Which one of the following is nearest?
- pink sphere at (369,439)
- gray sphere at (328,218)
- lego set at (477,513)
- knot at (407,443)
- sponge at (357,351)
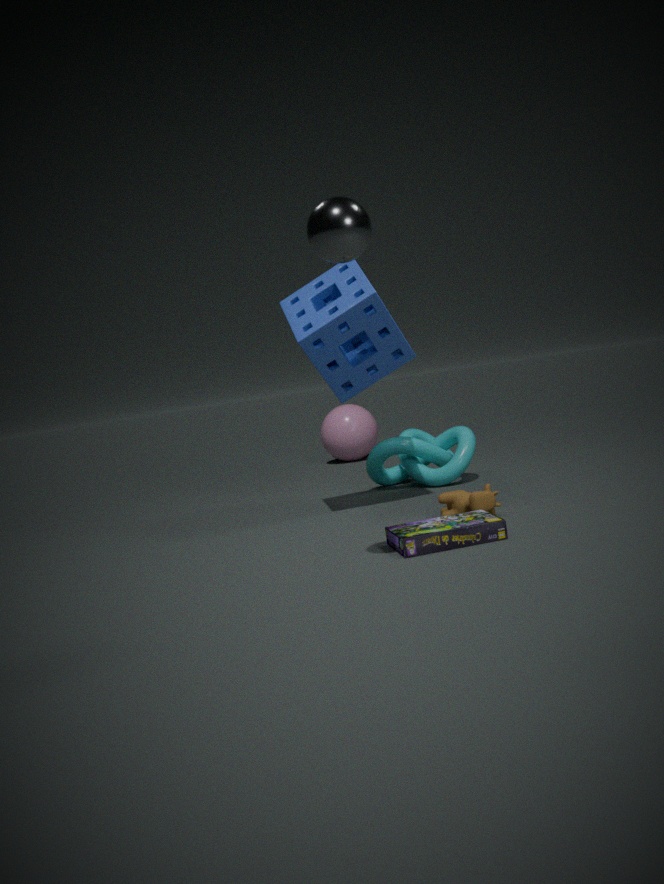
gray sphere at (328,218)
